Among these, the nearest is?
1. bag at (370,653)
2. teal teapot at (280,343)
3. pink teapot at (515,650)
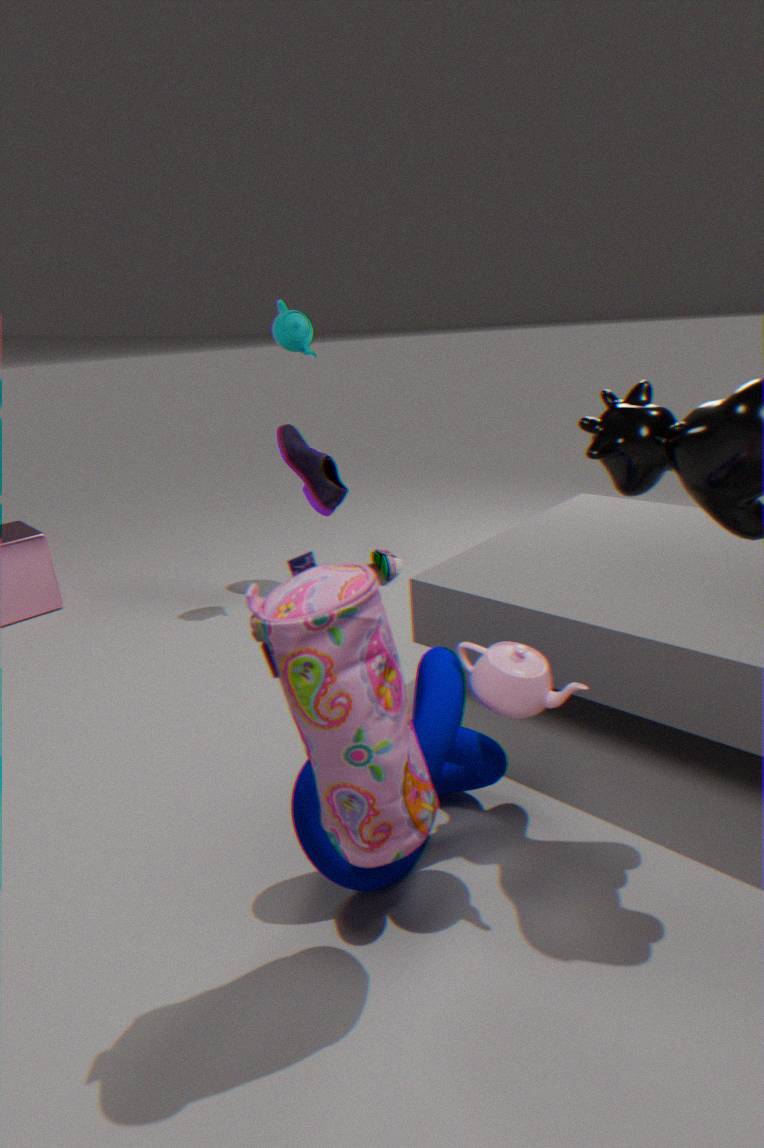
bag at (370,653)
